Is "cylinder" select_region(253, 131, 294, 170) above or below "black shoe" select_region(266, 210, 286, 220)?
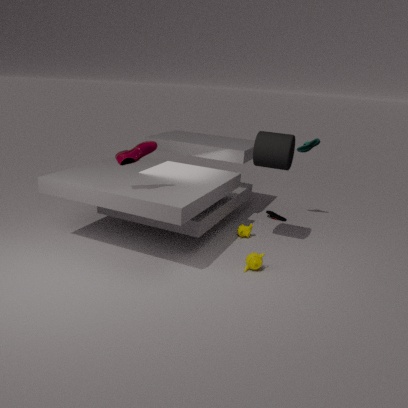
above
